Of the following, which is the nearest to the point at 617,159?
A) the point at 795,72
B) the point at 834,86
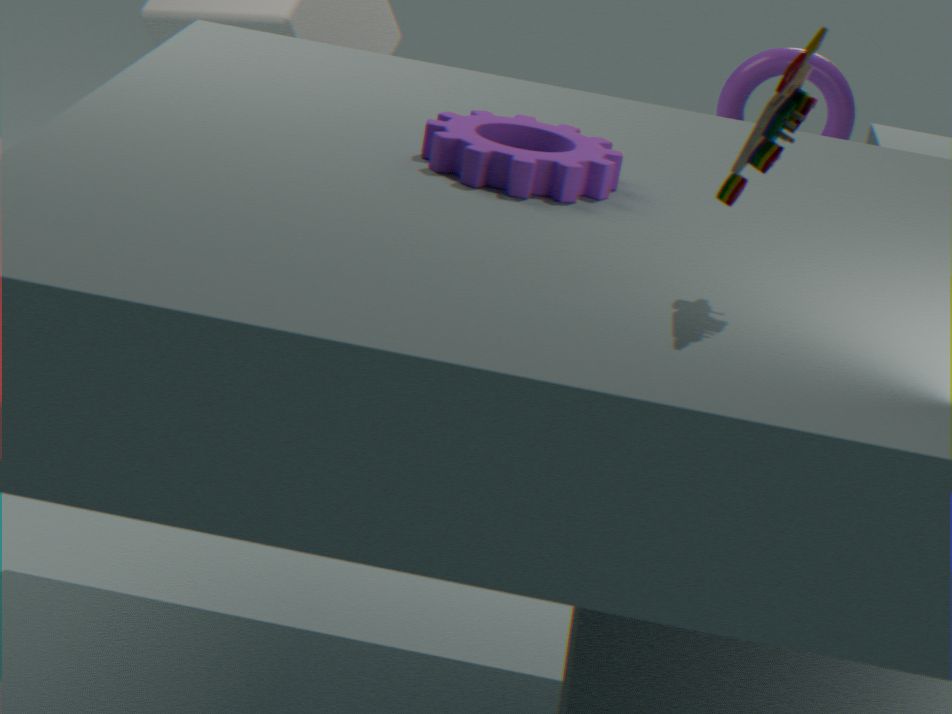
the point at 795,72
